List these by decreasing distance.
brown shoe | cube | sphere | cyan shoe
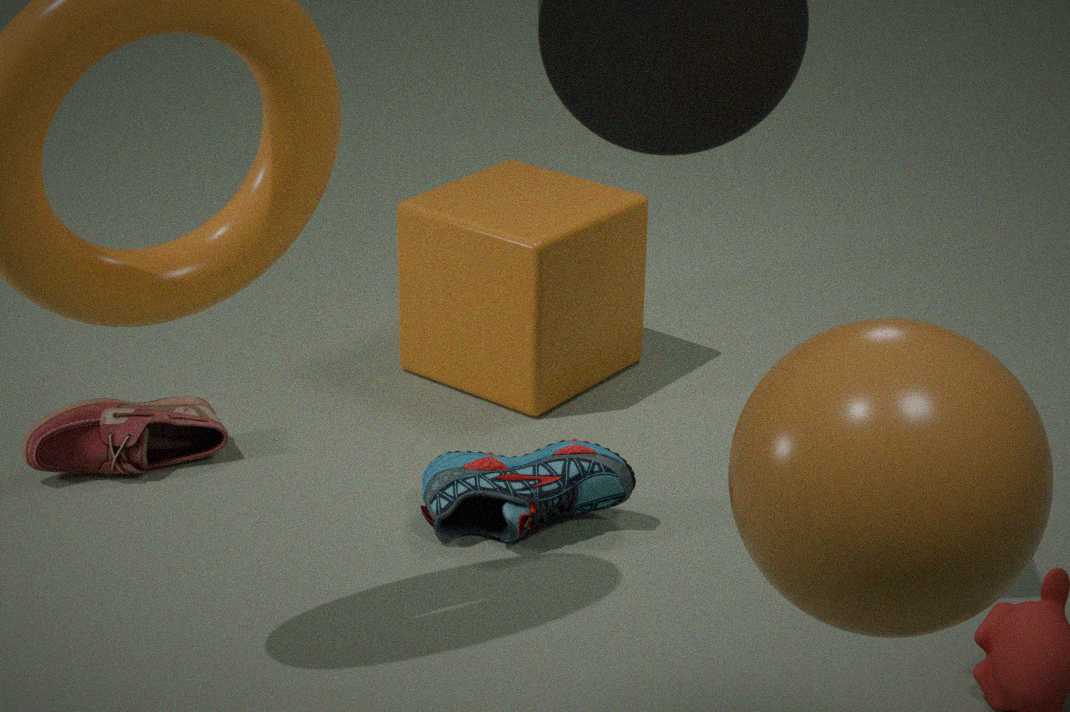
1. cube
2. brown shoe
3. cyan shoe
4. sphere
